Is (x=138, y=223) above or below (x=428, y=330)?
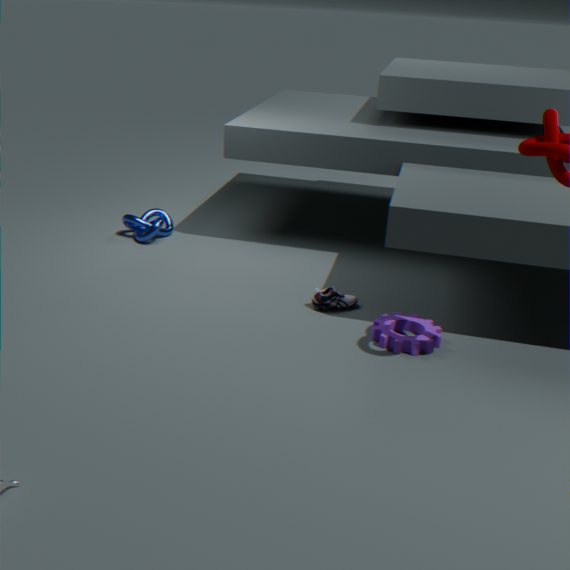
above
